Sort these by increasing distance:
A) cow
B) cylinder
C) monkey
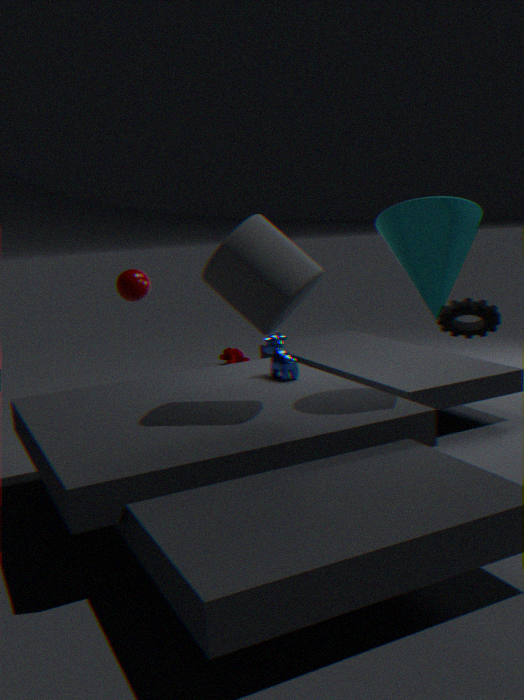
1. cylinder
2. cow
3. monkey
